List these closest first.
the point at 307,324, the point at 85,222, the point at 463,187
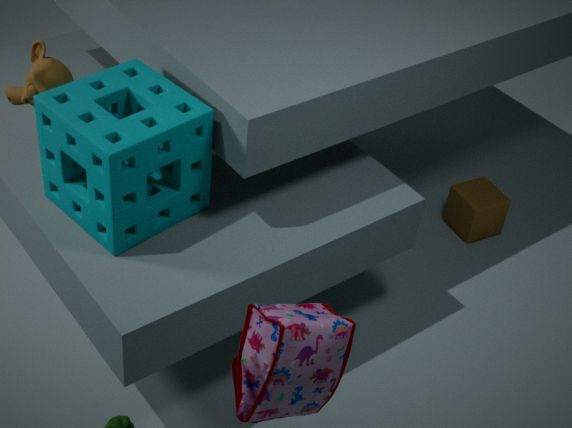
1. the point at 307,324
2. the point at 85,222
3. the point at 463,187
